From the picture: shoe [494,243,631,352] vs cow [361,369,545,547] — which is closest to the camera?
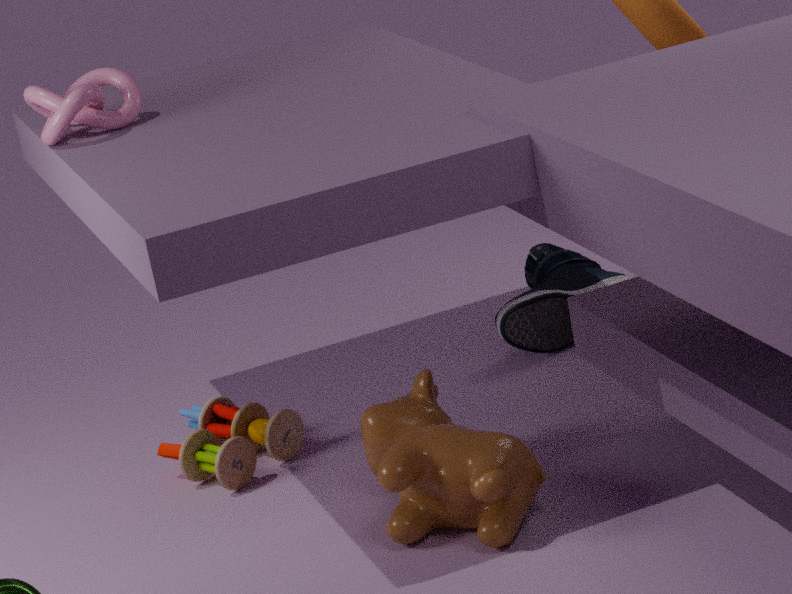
cow [361,369,545,547]
